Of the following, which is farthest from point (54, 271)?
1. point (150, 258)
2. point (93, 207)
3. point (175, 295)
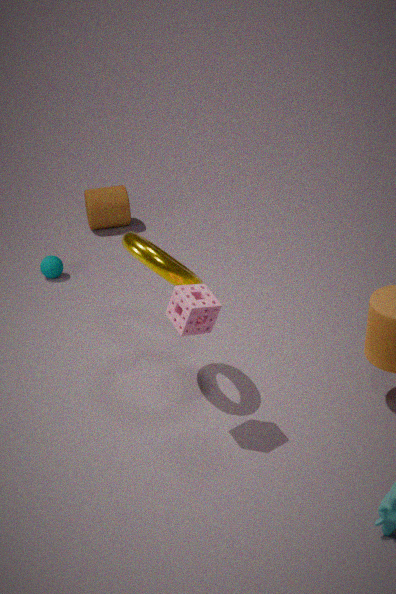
point (175, 295)
